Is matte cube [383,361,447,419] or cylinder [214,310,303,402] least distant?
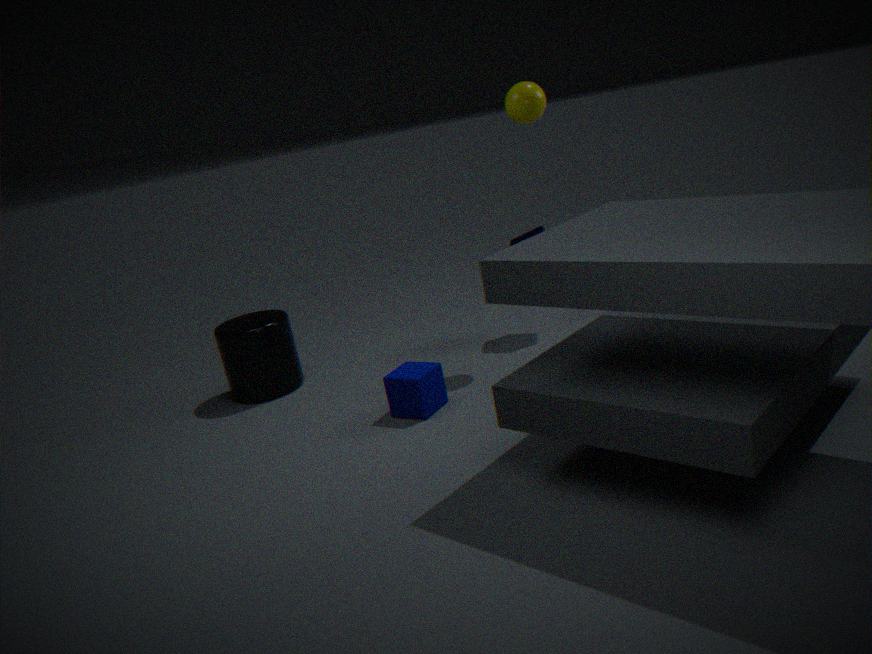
matte cube [383,361,447,419]
